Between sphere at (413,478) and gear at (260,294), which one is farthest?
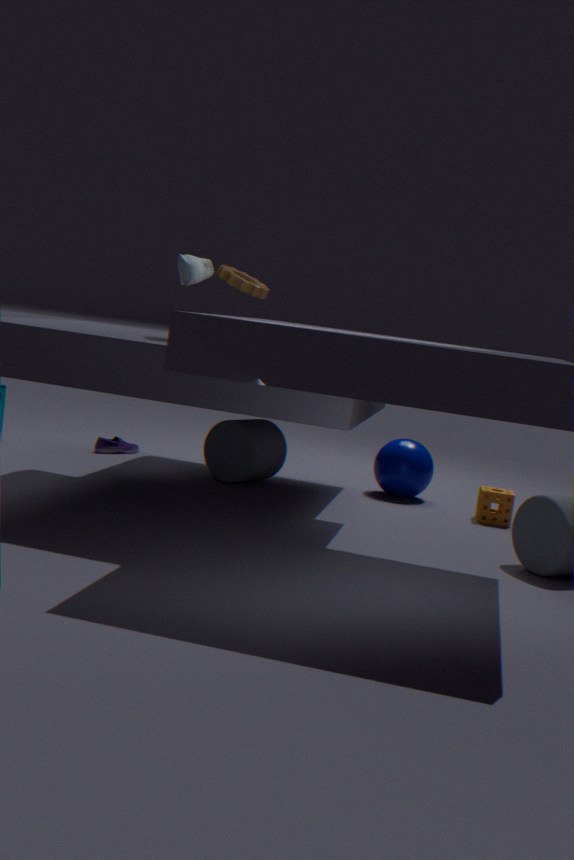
sphere at (413,478)
